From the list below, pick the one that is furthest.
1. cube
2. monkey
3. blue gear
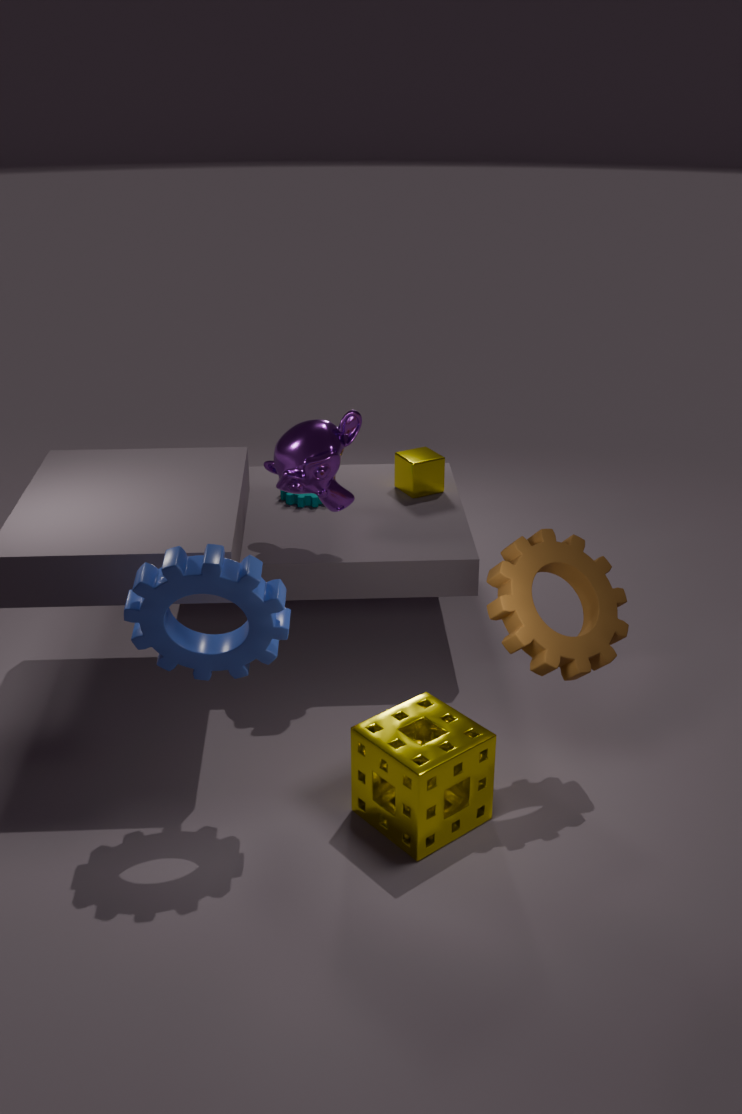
cube
